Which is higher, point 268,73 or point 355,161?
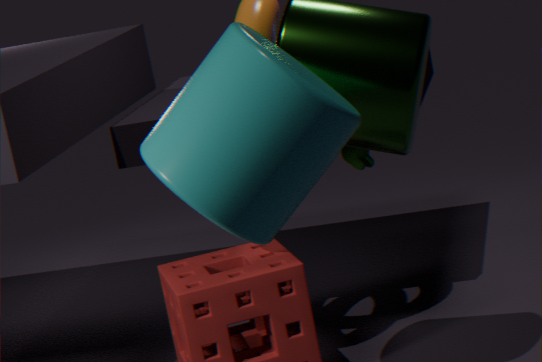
point 268,73
